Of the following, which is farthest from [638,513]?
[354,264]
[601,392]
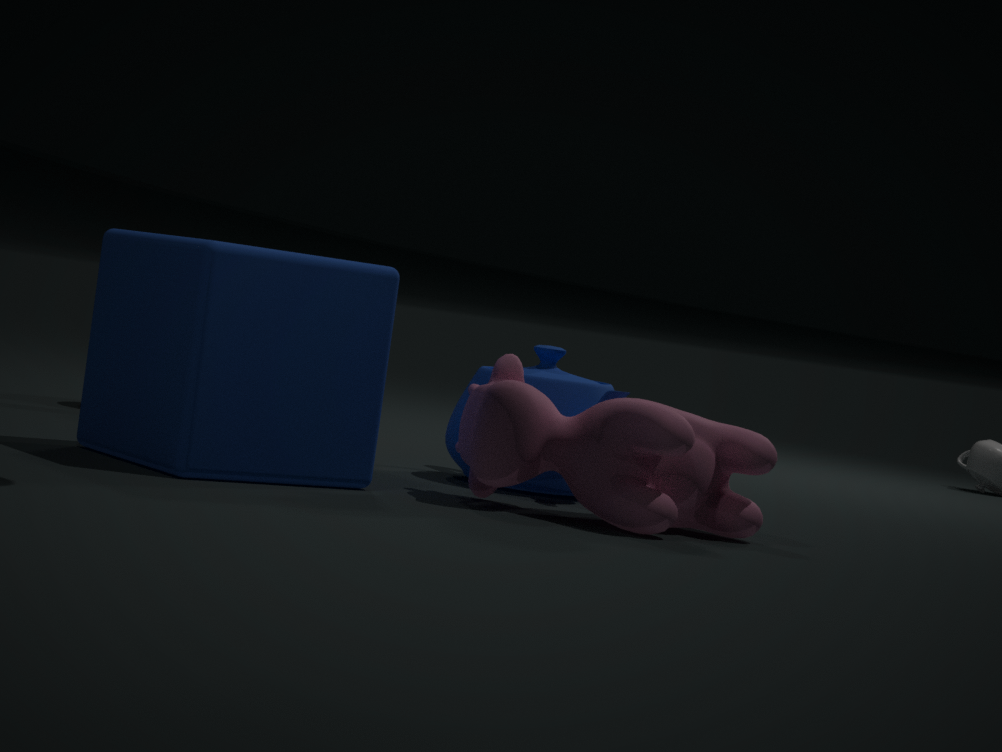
[354,264]
